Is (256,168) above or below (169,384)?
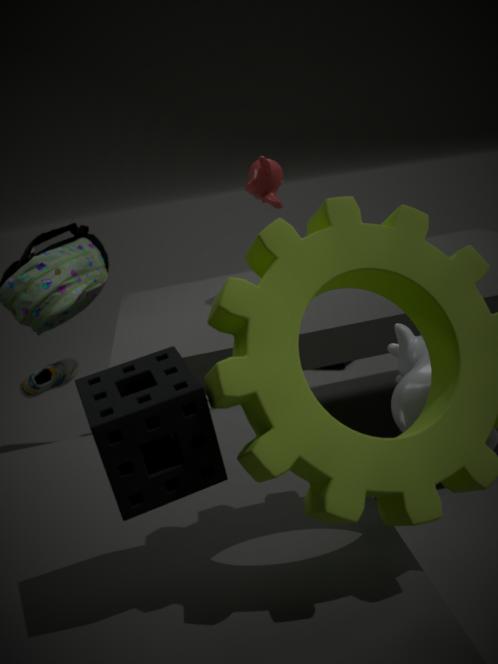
above
